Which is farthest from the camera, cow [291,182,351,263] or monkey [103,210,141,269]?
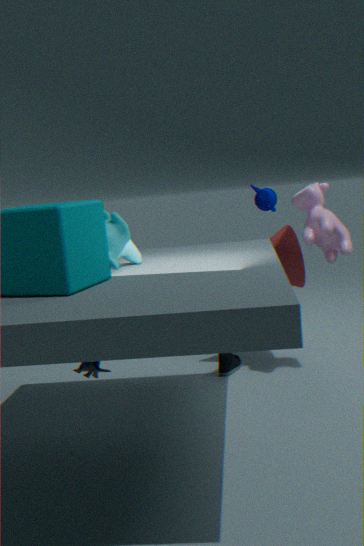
cow [291,182,351,263]
